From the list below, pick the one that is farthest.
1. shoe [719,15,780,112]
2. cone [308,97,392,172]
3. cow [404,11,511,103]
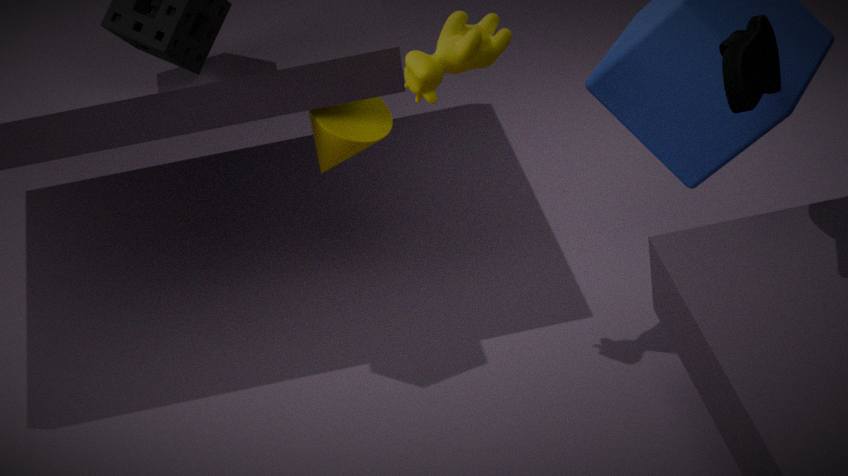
cone [308,97,392,172]
